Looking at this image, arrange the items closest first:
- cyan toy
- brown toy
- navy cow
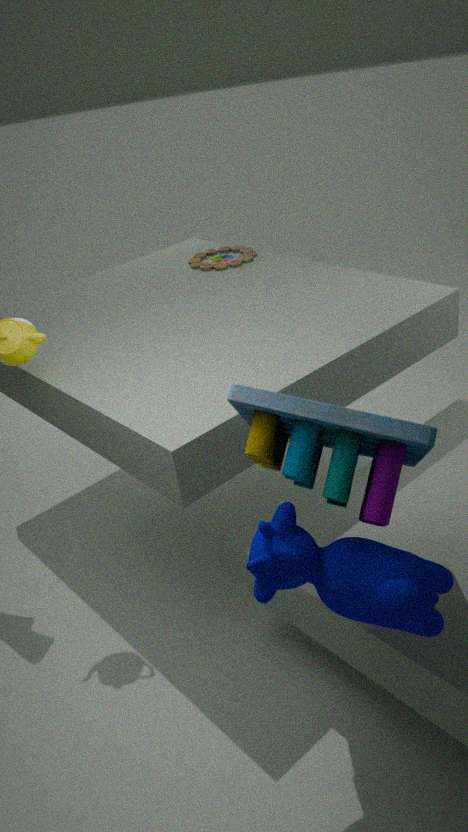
cyan toy
navy cow
brown toy
